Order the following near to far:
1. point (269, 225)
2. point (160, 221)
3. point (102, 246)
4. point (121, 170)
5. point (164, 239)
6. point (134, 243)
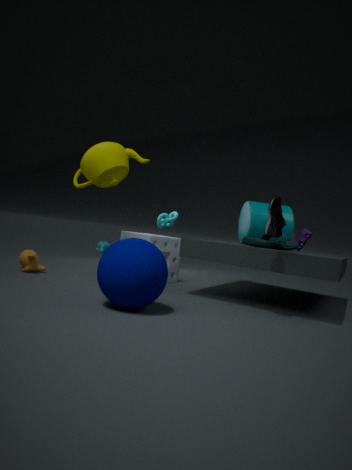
point (134, 243)
point (269, 225)
point (121, 170)
point (164, 239)
point (160, 221)
point (102, 246)
